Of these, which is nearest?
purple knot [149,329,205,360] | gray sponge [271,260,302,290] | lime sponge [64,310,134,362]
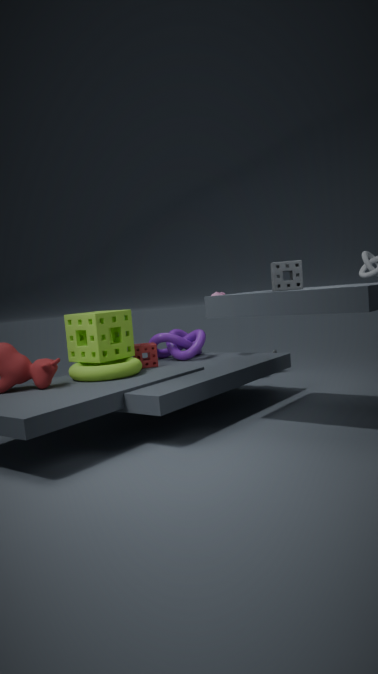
gray sponge [271,260,302,290]
